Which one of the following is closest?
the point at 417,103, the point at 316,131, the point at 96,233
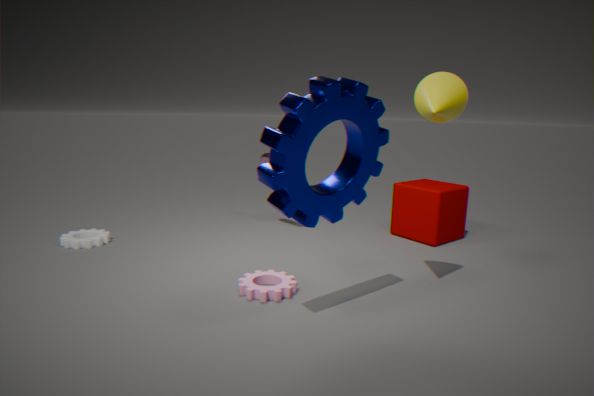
the point at 316,131
